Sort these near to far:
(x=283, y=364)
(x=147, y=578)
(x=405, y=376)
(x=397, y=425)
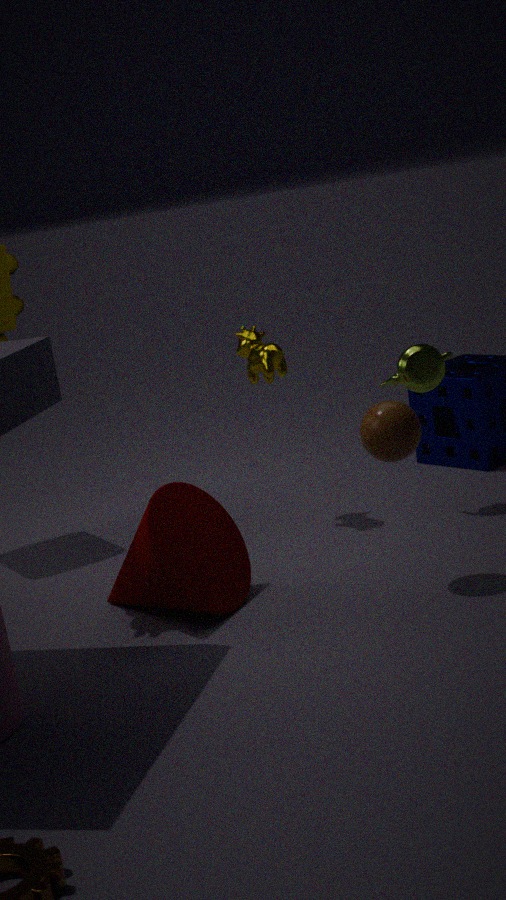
(x=397, y=425) → (x=147, y=578) → (x=405, y=376) → (x=283, y=364)
